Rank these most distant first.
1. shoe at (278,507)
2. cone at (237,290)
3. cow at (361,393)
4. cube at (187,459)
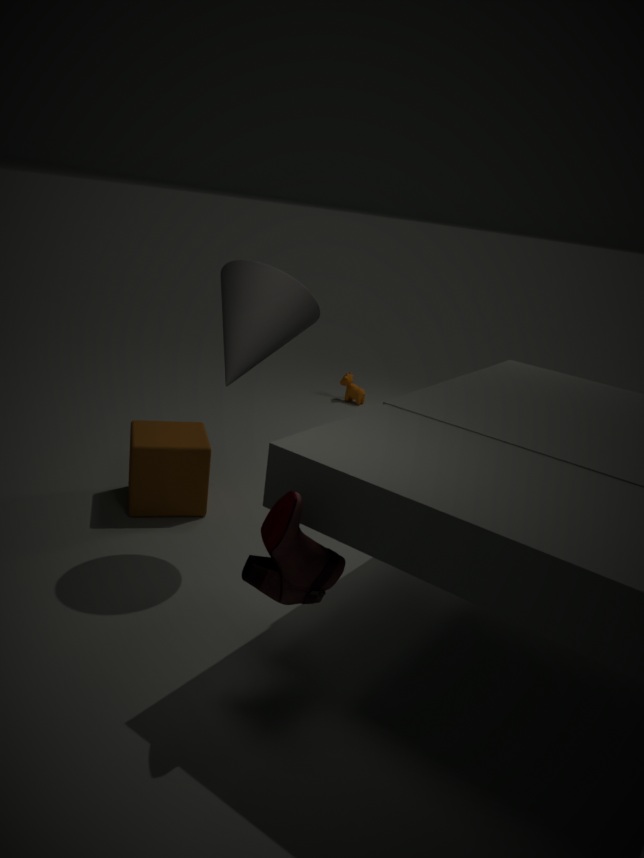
1. cow at (361,393)
2. cube at (187,459)
3. cone at (237,290)
4. shoe at (278,507)
